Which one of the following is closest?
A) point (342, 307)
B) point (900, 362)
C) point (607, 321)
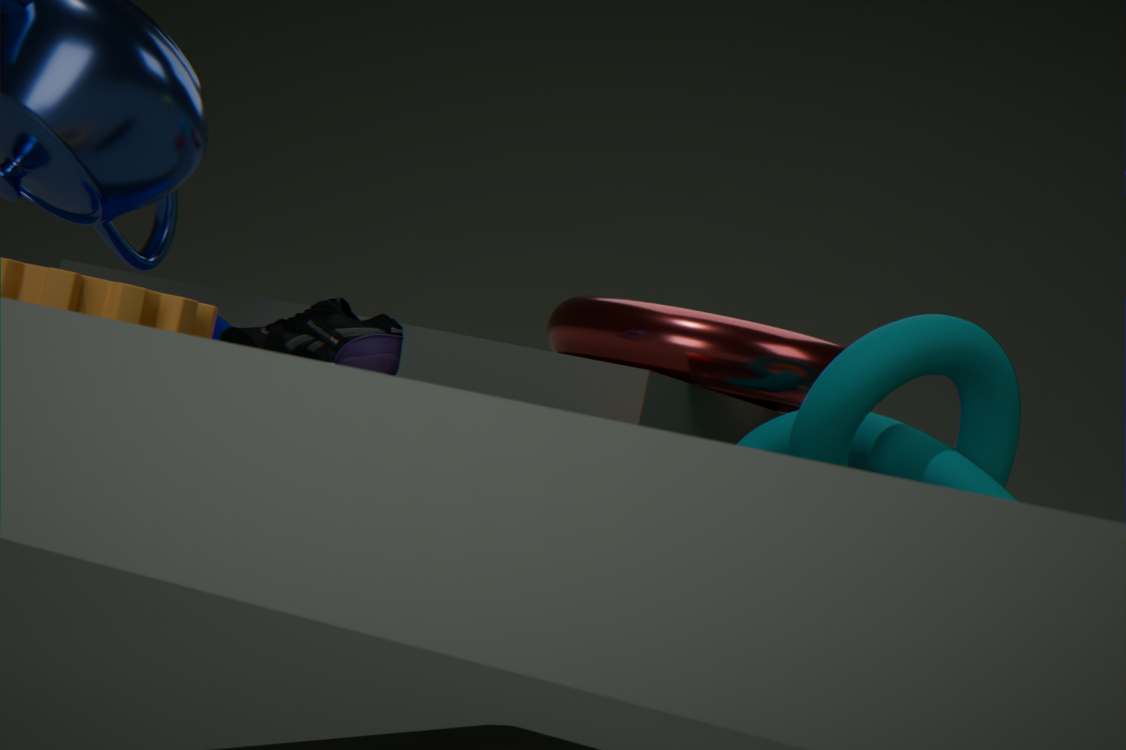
point (342, 307)
